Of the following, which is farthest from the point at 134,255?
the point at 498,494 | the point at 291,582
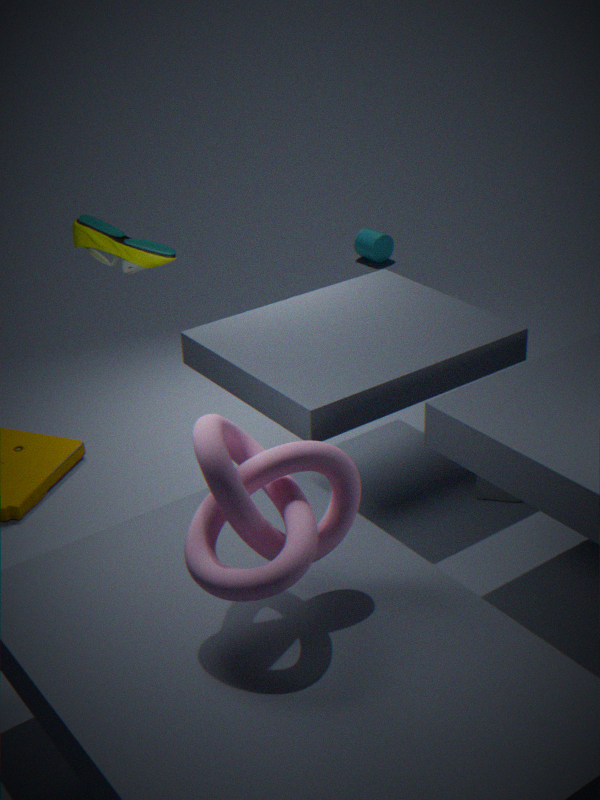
the point at 498,494
